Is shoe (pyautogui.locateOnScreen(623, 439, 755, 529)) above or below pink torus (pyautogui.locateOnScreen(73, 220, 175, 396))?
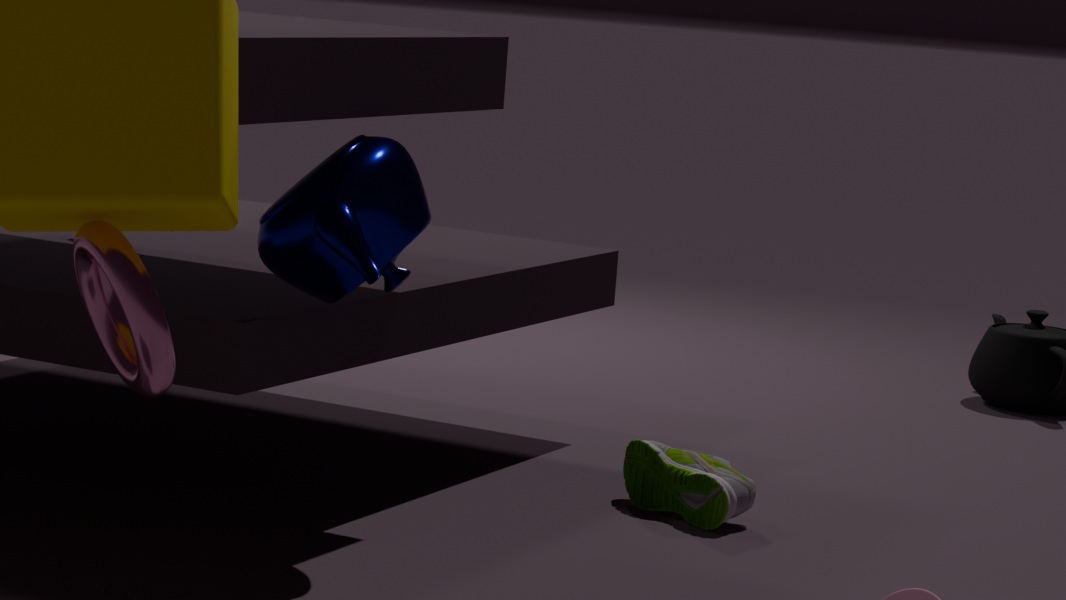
below
